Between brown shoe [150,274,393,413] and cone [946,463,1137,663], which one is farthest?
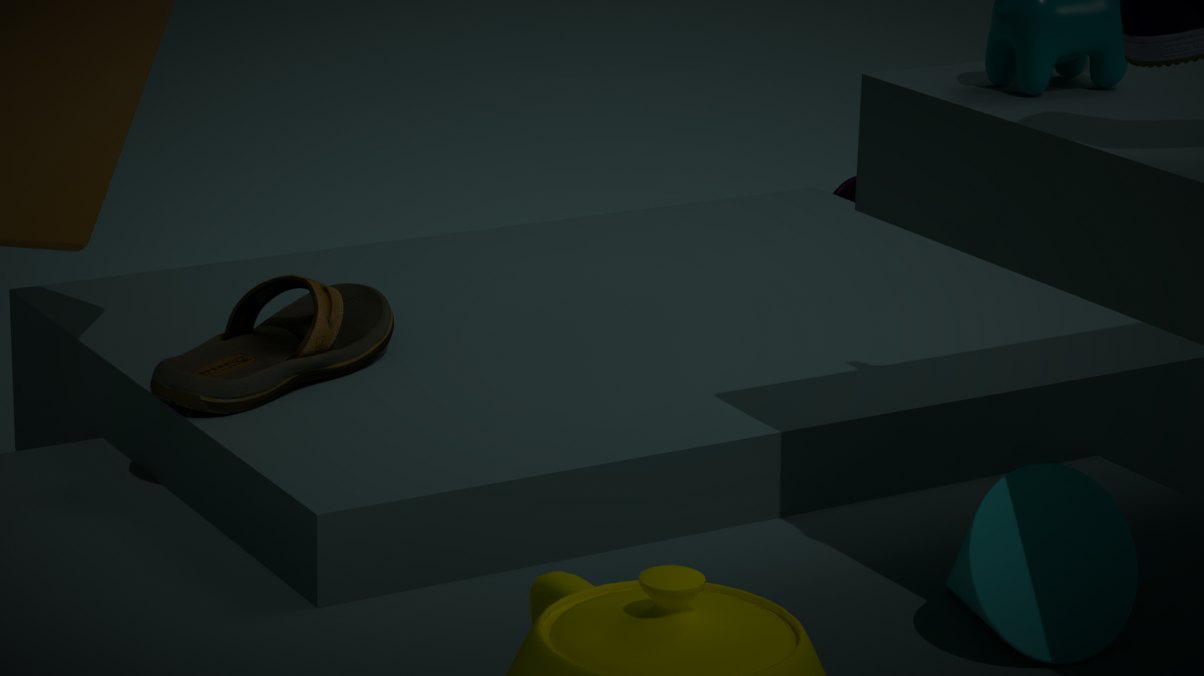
brown shoe [150,274,393,413]
